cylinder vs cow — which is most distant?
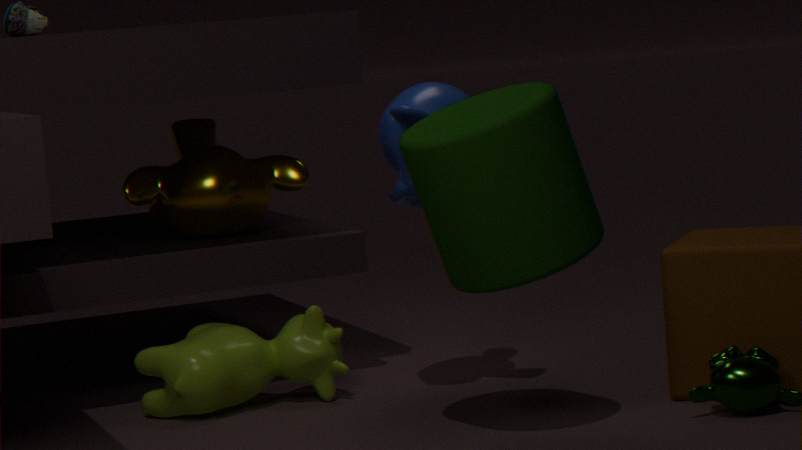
cow
